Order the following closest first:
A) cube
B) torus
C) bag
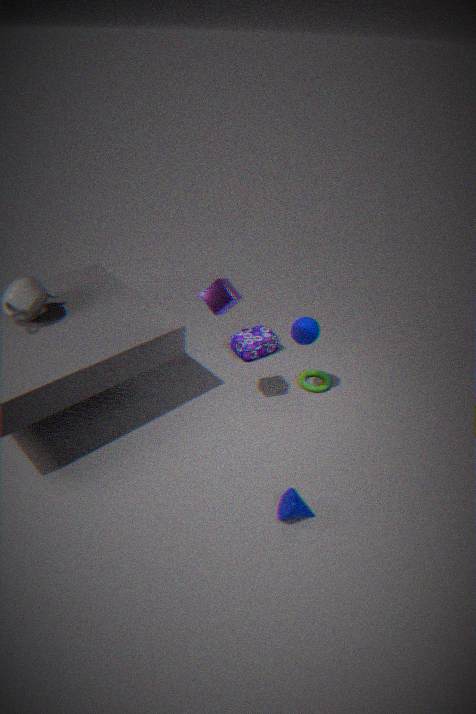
cube
torus
bag
